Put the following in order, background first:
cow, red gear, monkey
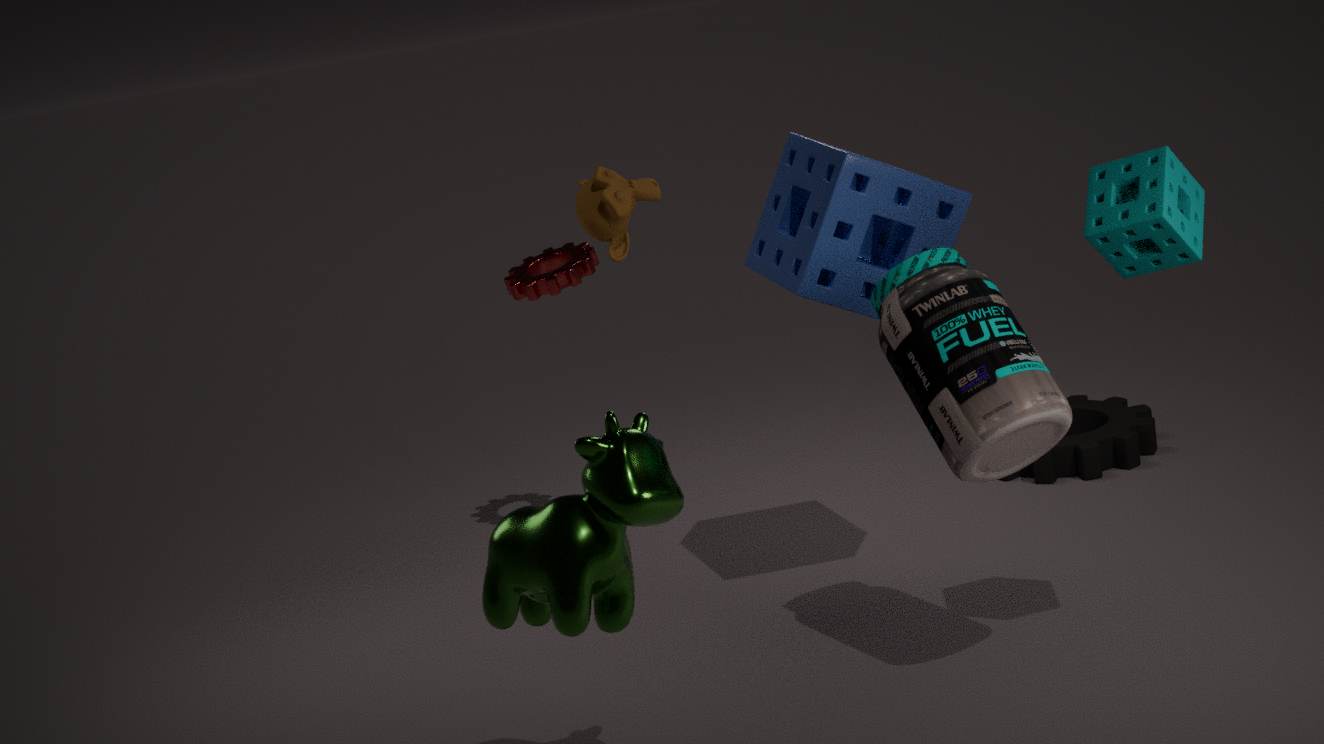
red gear, monkey, cow
